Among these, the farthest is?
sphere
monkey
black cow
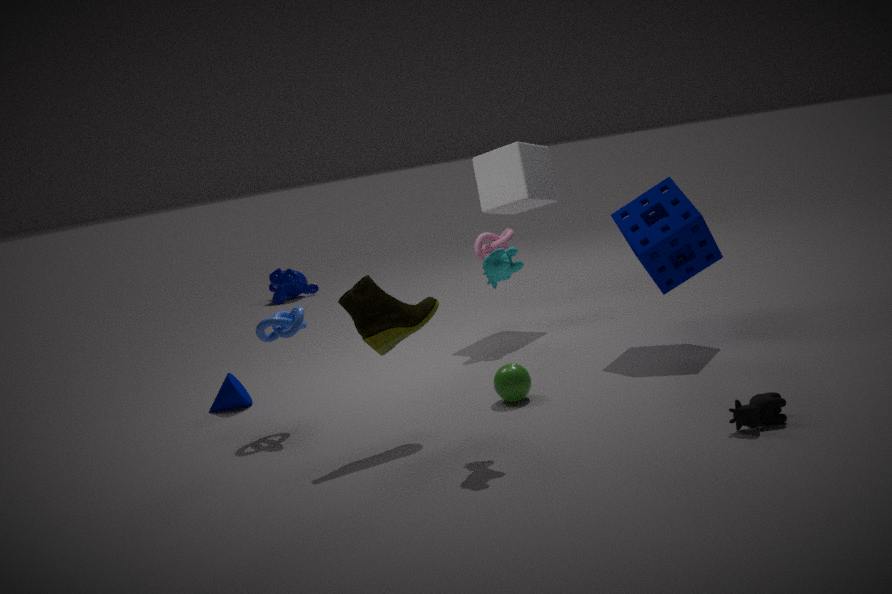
monkey
